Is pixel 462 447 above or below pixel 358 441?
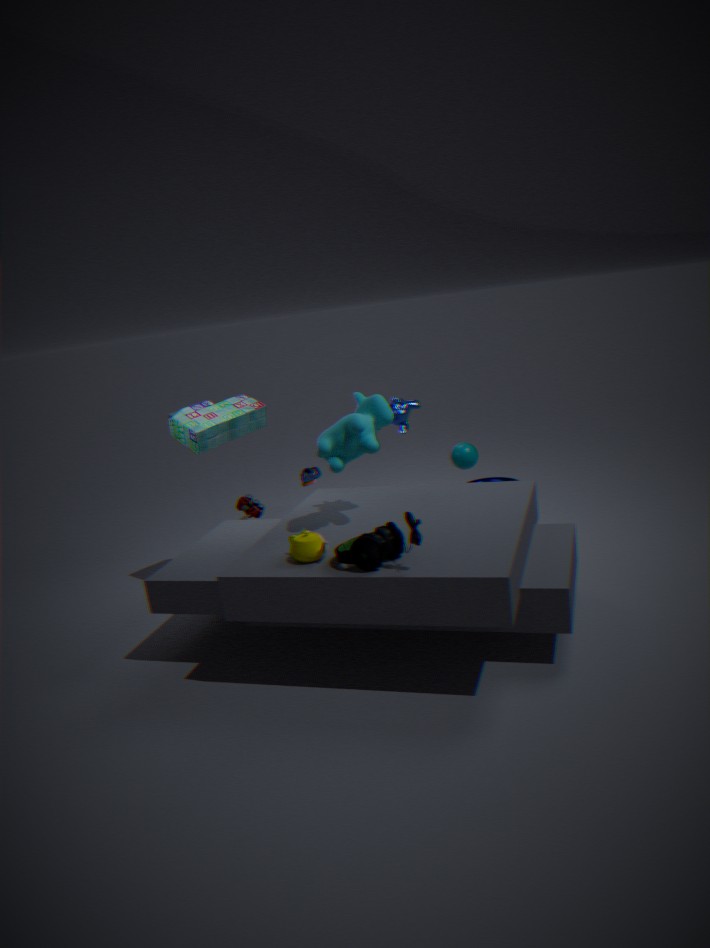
below
